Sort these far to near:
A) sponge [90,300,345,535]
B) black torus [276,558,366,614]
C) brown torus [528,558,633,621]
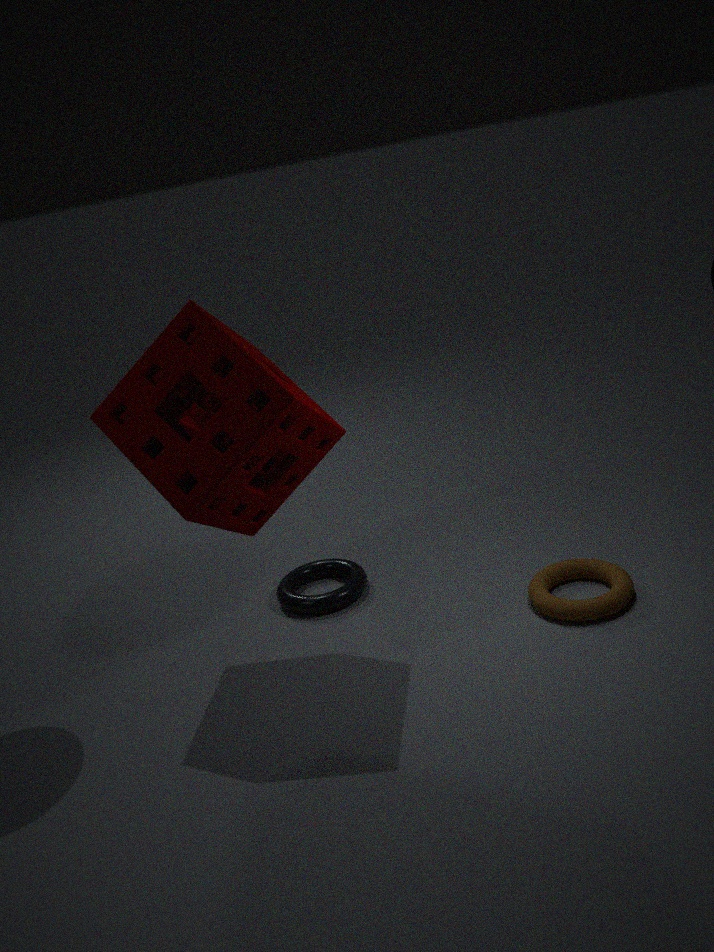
black torus [276,558,366,614] < brown torus [528,558,633,621] < sponge [90,300,345,535]
